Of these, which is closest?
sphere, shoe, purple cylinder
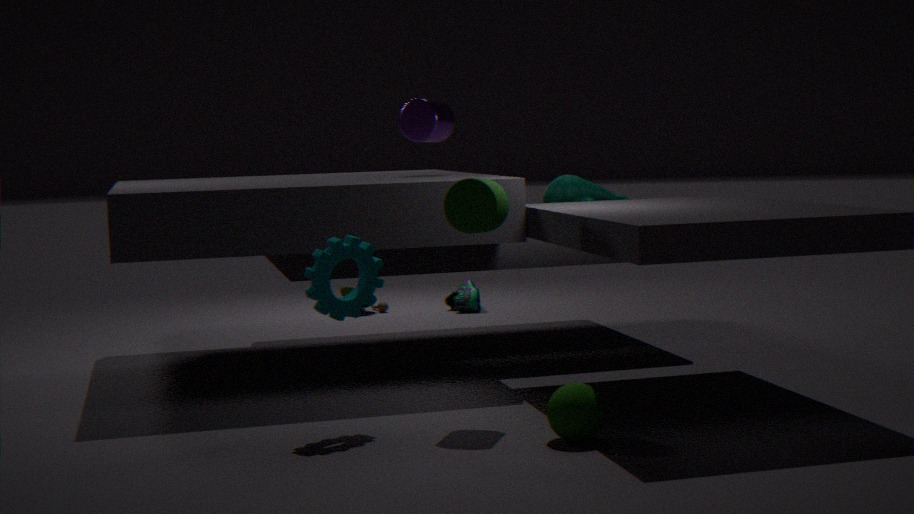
sphere
